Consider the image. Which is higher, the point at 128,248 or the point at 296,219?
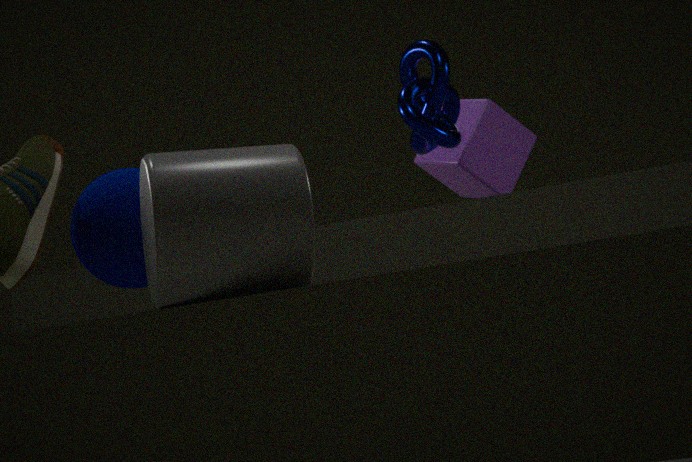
the point at 128,248
